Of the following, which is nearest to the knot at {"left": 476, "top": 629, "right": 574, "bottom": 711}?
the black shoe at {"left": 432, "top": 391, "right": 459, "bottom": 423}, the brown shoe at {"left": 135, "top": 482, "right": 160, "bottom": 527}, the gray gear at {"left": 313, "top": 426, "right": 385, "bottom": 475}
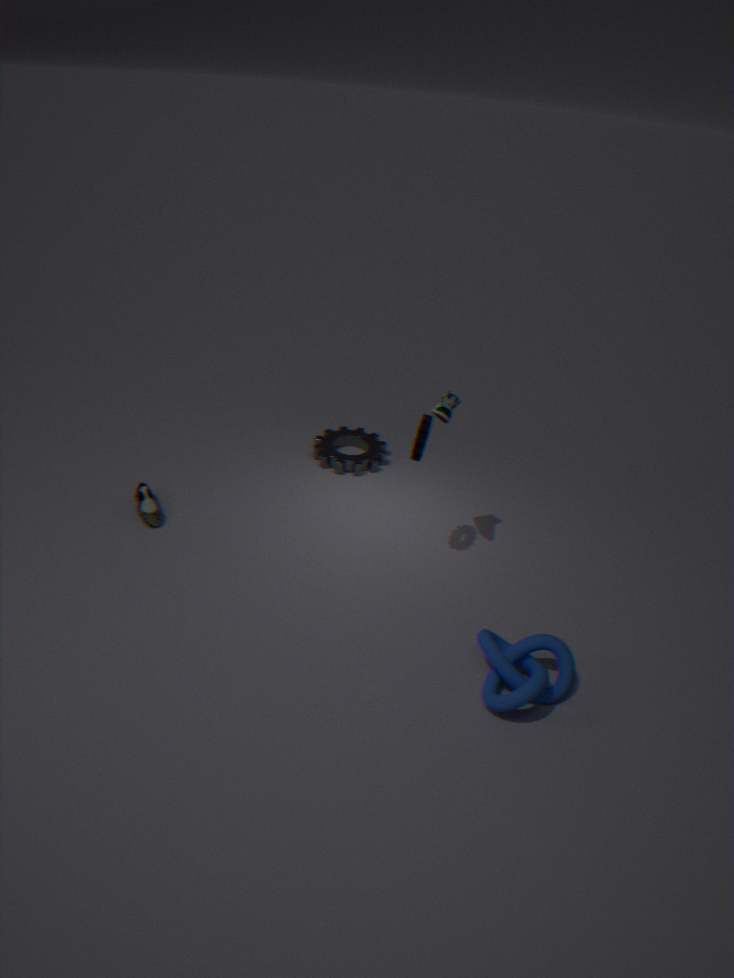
the black shoe at {"left": 432, "top": 391, "right": 459, "bottom": 423}
